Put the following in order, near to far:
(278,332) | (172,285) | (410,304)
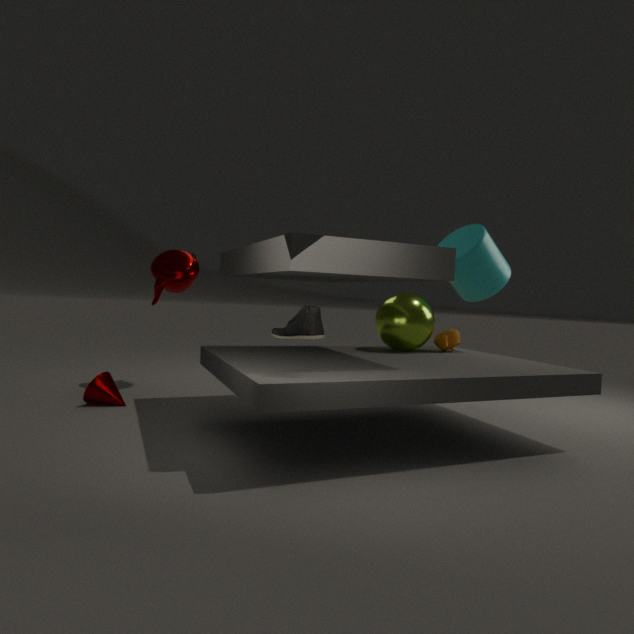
(278,332) < (410,304) < (172,285)
